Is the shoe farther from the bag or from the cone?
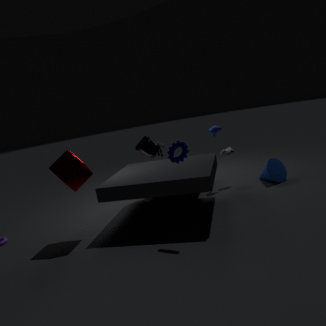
the bag
